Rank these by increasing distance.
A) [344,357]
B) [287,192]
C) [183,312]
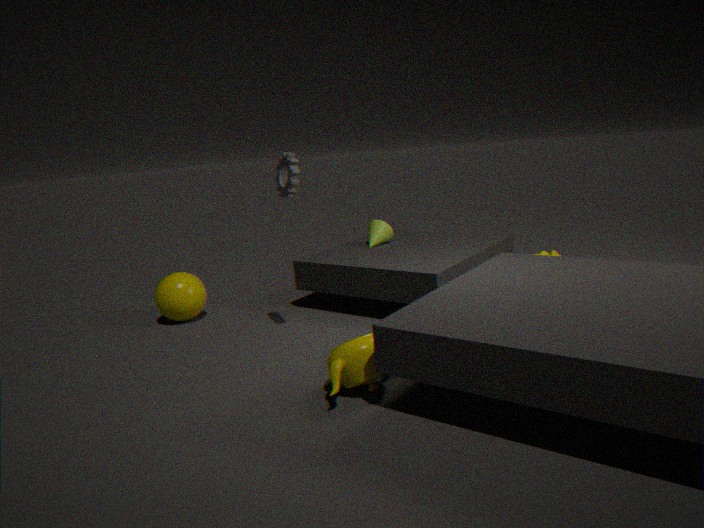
[344,357] < [287,192] < [183,312]
